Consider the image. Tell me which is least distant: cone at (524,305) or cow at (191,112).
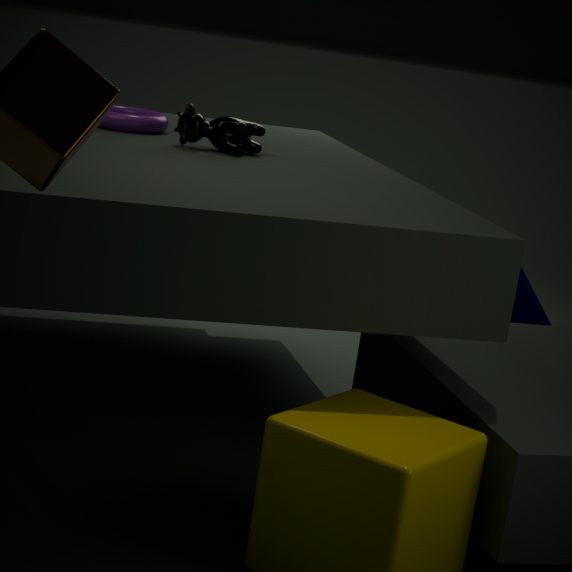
cow at (191,112)
